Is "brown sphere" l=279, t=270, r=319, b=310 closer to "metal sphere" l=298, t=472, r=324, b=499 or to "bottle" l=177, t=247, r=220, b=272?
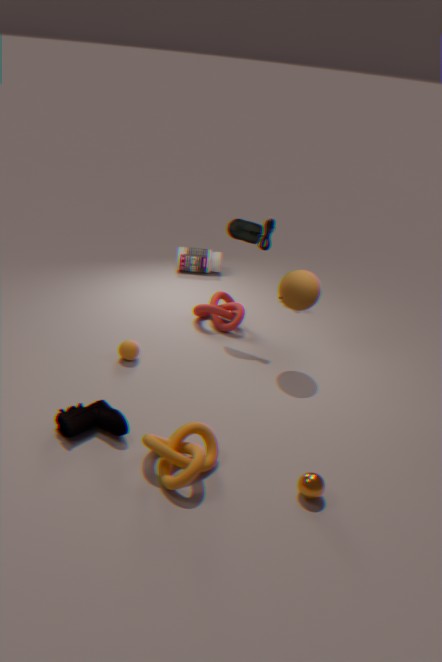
"metal sphere" l=298, t=472, r=324, b=499
